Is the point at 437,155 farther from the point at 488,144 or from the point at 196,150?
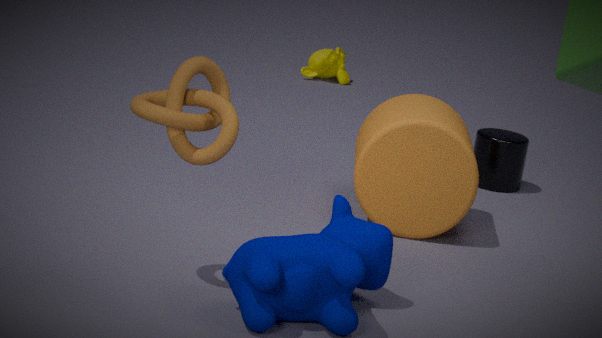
the point at 196,150
